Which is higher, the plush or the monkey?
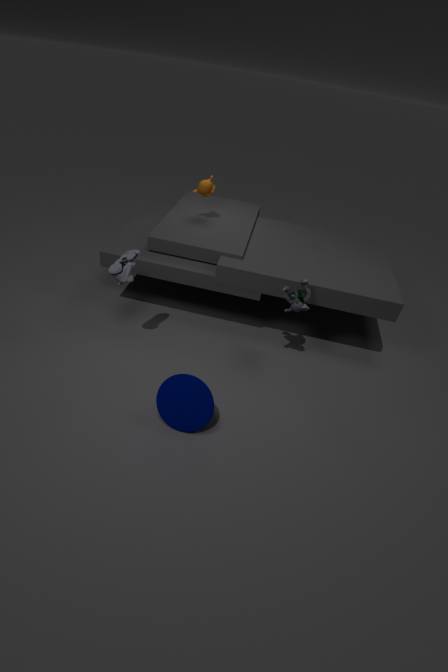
the monkey
